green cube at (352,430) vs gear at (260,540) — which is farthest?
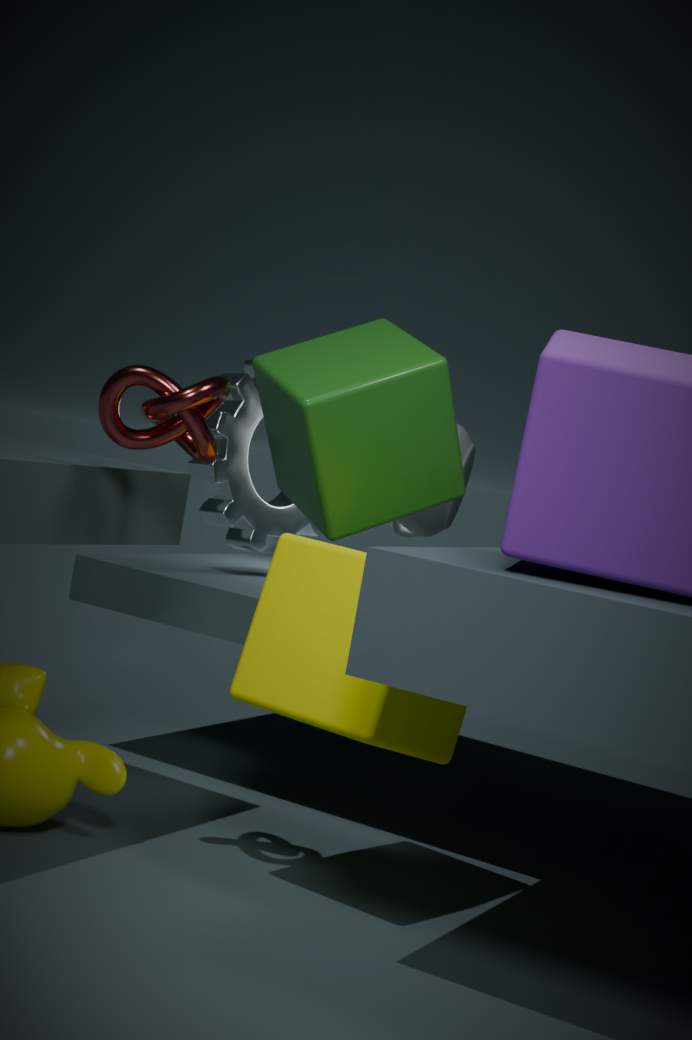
gear at (260,540)
